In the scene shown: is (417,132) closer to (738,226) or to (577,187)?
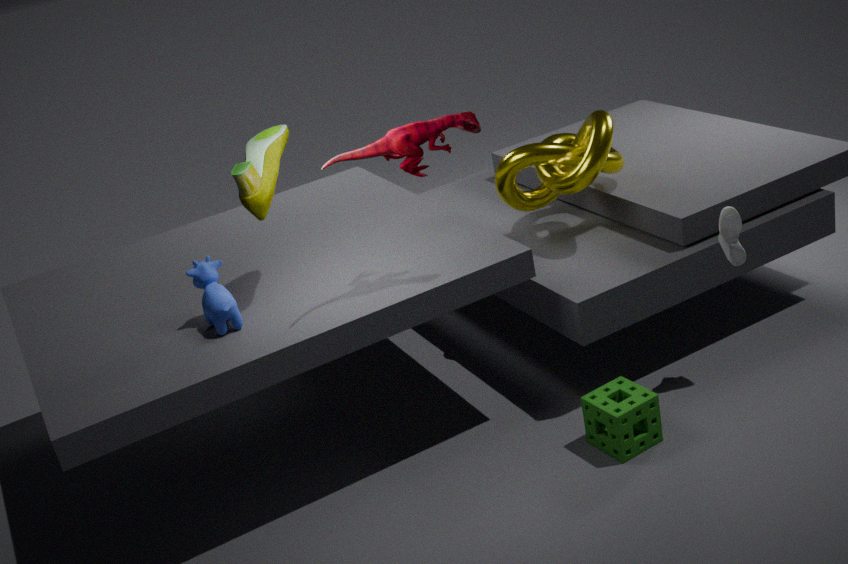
(577,187)
